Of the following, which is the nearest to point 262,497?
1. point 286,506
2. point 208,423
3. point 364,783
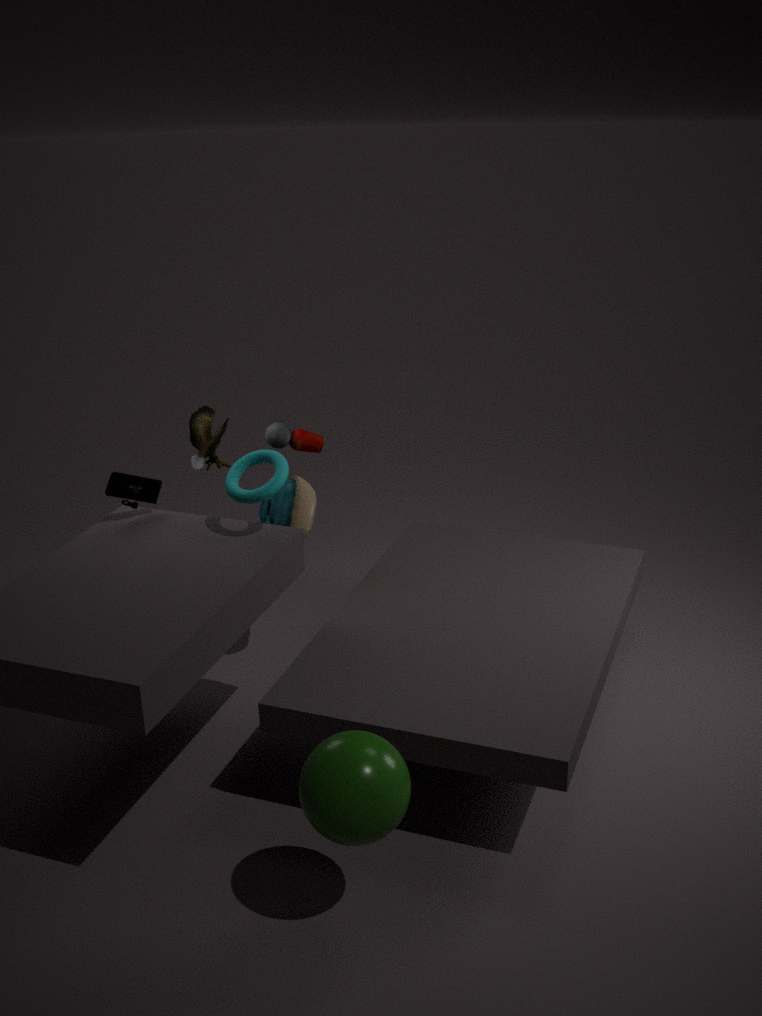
point 286,506
